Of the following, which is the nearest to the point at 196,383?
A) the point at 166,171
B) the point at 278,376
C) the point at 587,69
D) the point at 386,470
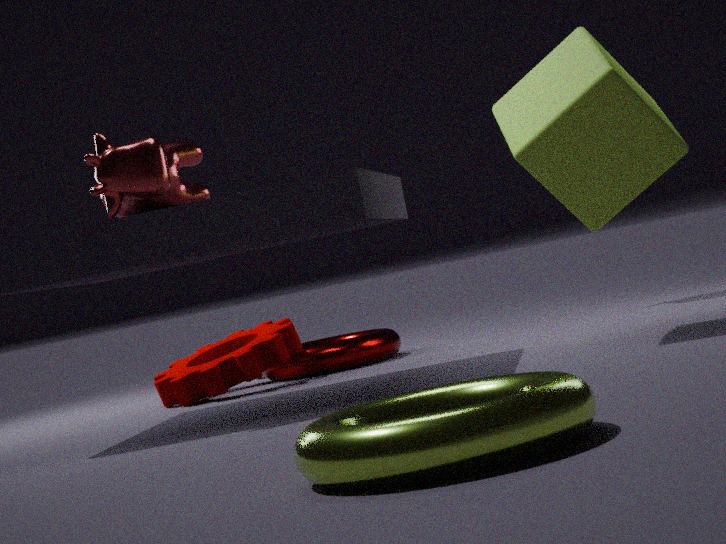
the point at 278,376
